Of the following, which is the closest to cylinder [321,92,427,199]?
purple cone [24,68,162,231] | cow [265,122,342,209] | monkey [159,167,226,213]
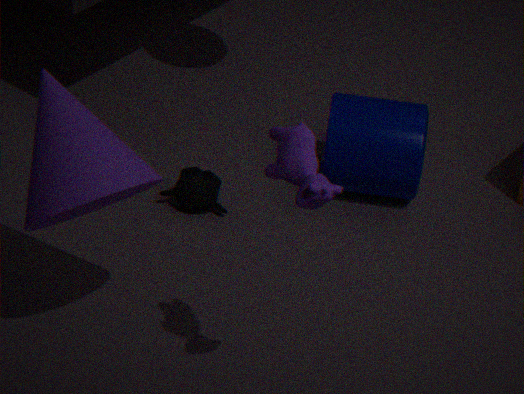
monkey [159,167,226,213]
